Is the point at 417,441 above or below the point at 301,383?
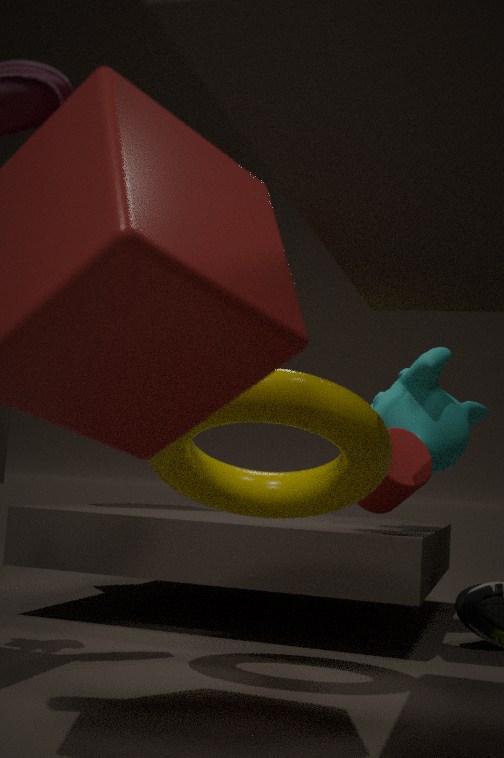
below
